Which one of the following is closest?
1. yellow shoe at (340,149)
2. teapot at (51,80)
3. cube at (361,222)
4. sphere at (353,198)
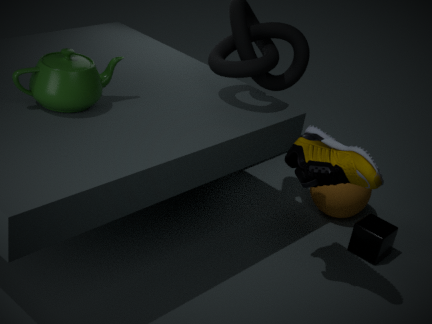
yellow shoe at (340,149)
